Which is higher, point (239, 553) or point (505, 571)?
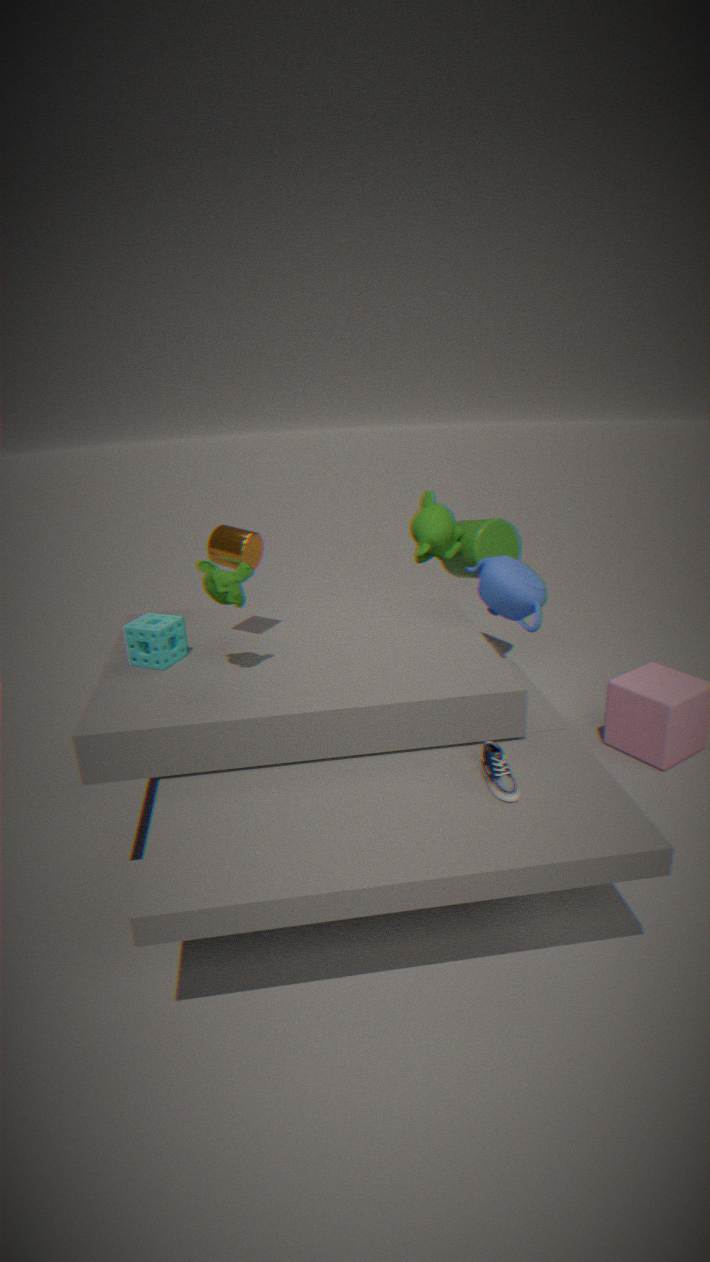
point (239, 553)
